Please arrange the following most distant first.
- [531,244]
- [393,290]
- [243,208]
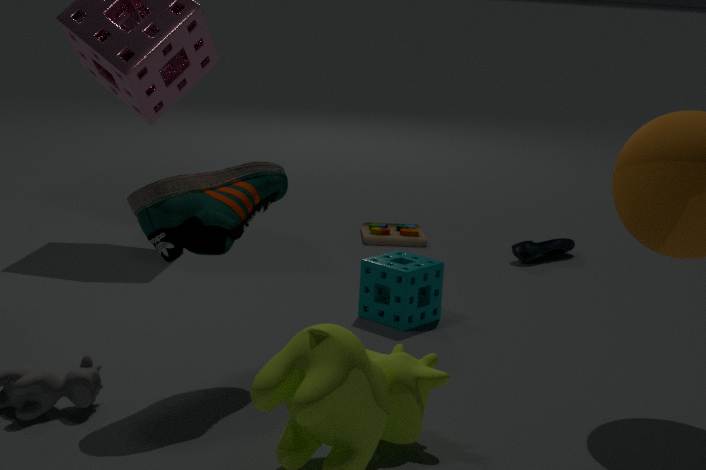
1. [531,244]
2. [393,290]
3. [243,208]
